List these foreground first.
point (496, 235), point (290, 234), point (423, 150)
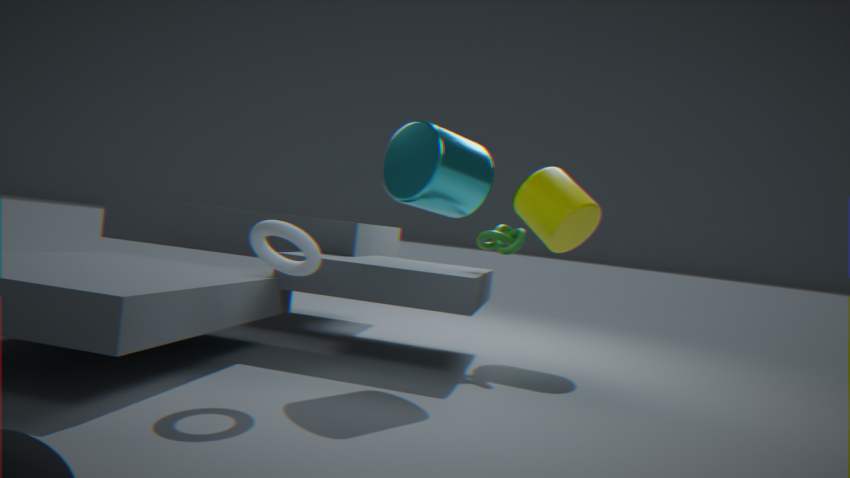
point (290, 234) < point (423, 150) < point (496, 235)
